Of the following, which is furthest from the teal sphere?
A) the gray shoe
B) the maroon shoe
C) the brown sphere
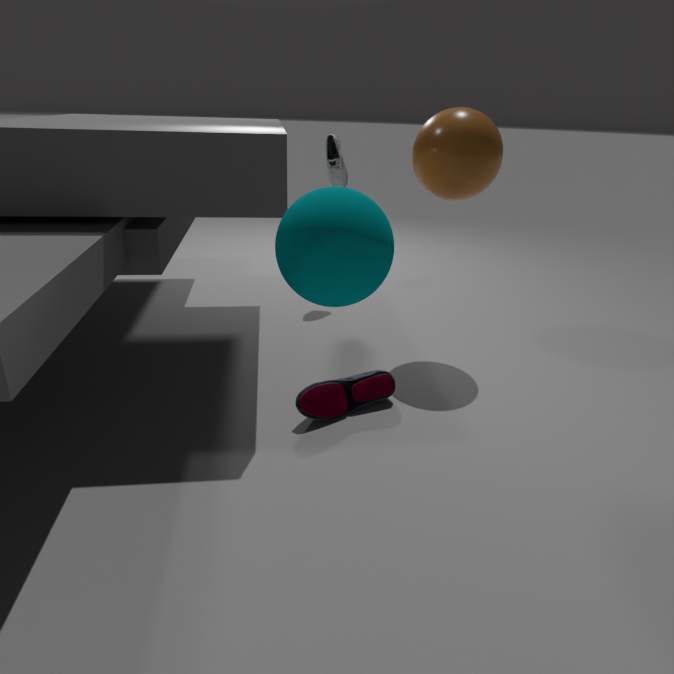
the gray shoe
